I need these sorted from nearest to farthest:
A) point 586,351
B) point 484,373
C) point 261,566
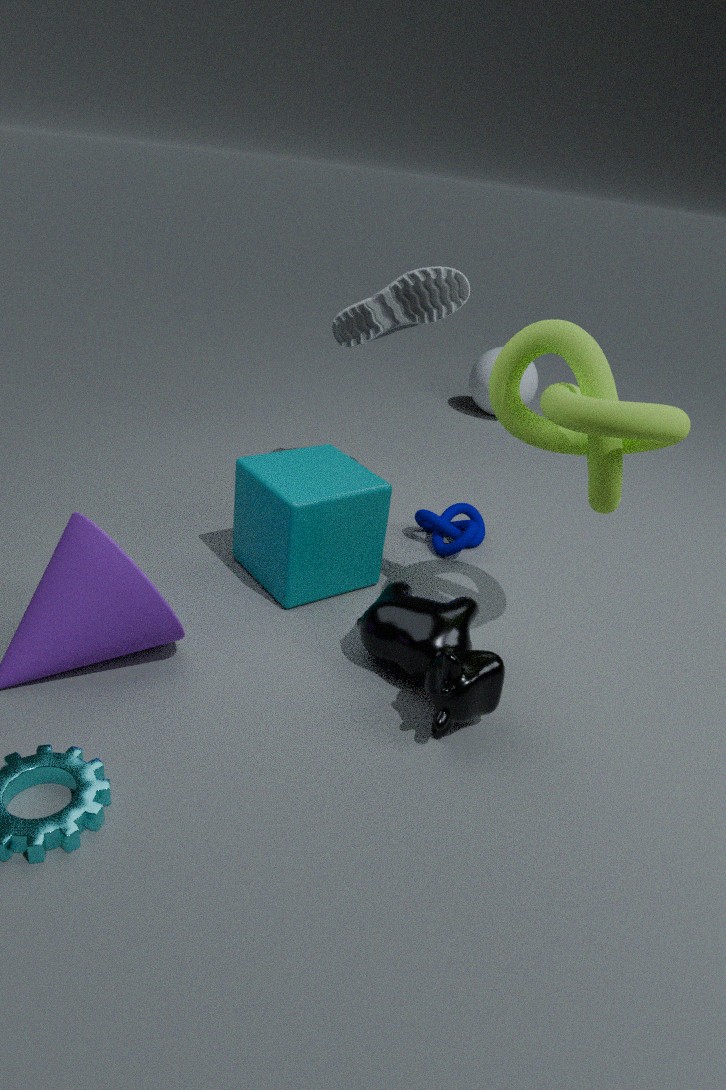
point 586,351 → point 261,566 → point 484,373
